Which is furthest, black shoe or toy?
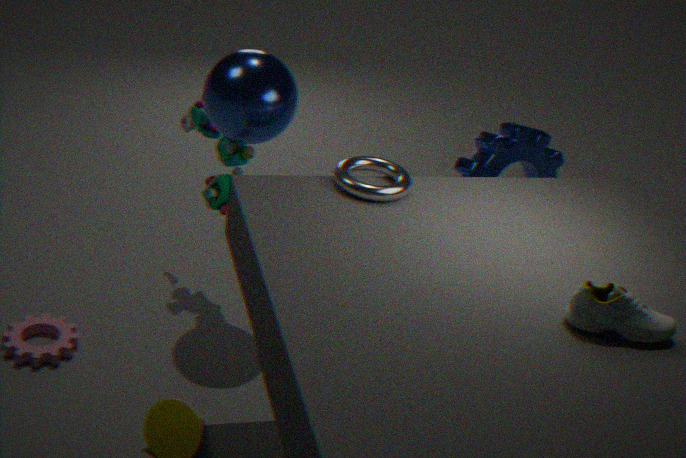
toy
